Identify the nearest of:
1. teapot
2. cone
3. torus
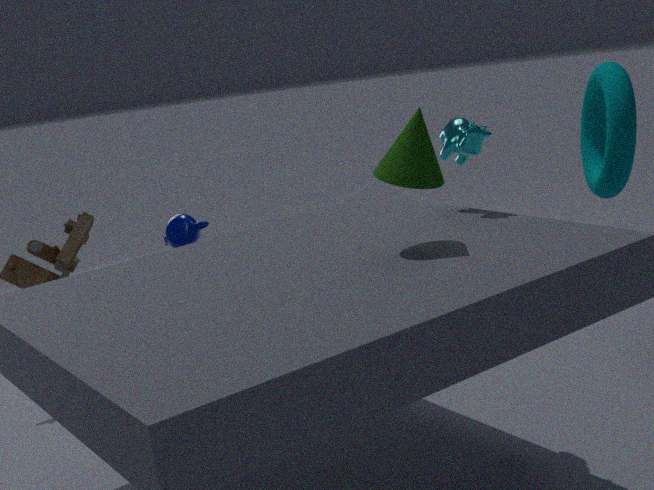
cone
